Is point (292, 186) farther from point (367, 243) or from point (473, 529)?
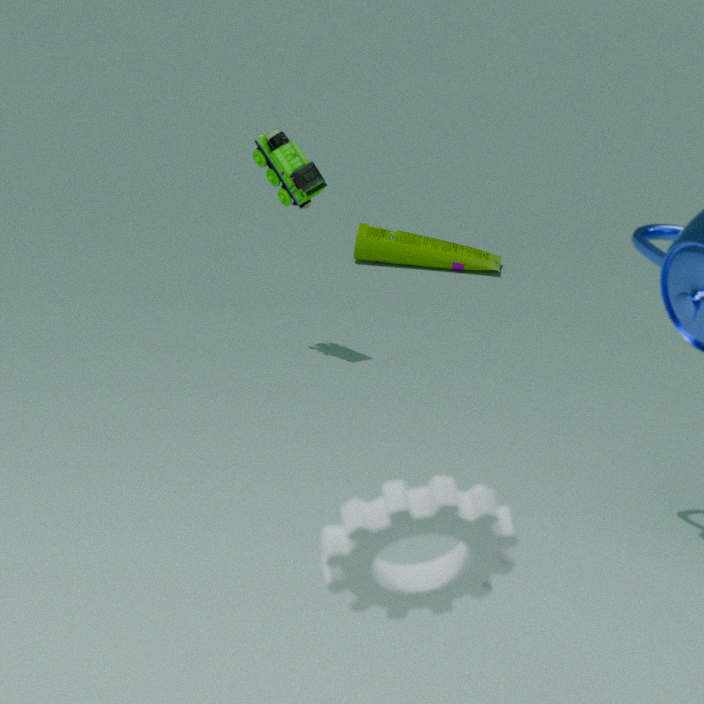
point (473, 529)
